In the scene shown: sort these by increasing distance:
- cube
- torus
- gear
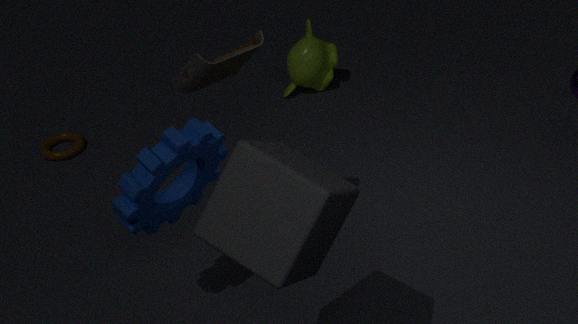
cube
gear
torus
